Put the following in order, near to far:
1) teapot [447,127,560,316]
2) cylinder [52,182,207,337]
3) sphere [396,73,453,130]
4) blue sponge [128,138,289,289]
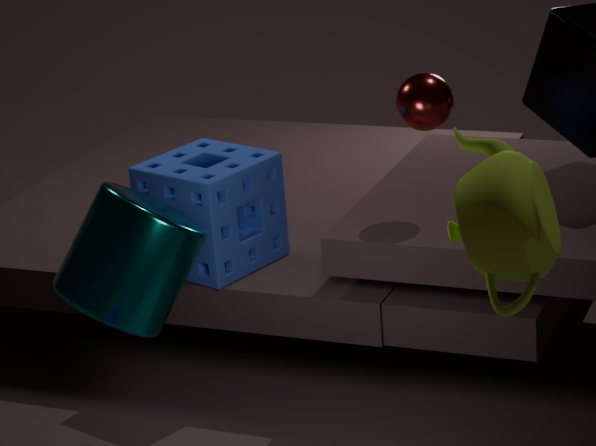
1. 1. teapot [447,127,560,316]
2. 2. cylinder [52,182,207,337]
3. 3. sphere [396,73,453,130]
4. 4. blue sponge [128,138,289,289]
